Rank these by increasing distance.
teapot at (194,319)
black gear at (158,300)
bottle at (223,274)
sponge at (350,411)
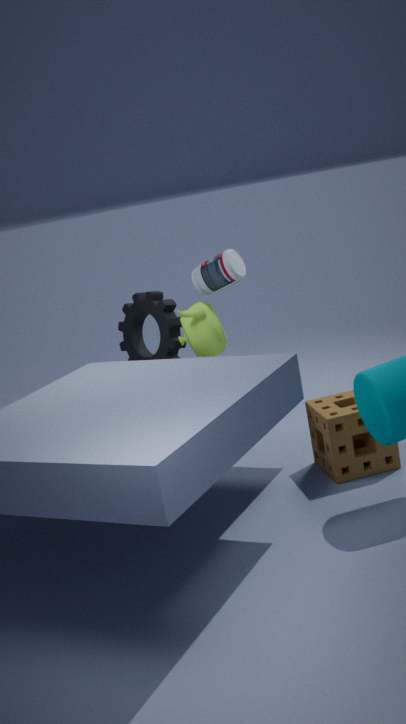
sponge at (350,411) < teapot at (194,319) < bottle at (223,274) < black gear at (158,300)
